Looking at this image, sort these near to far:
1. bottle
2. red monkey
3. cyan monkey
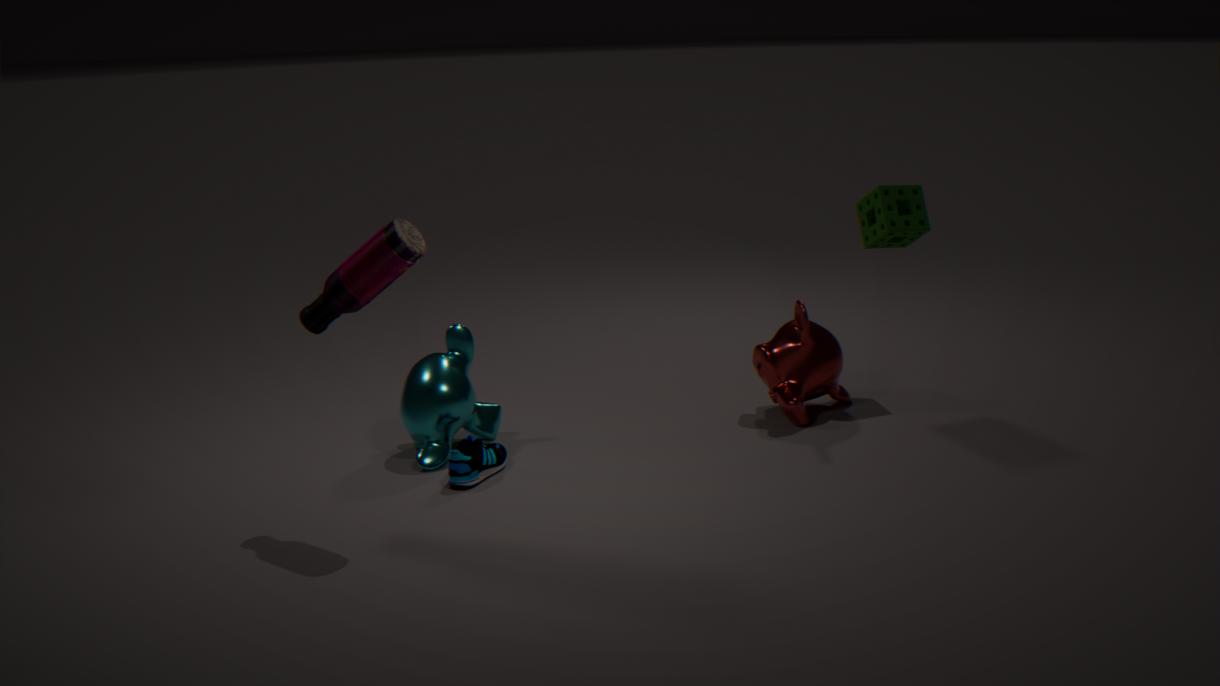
bottle
cyan monkey
red monkey
